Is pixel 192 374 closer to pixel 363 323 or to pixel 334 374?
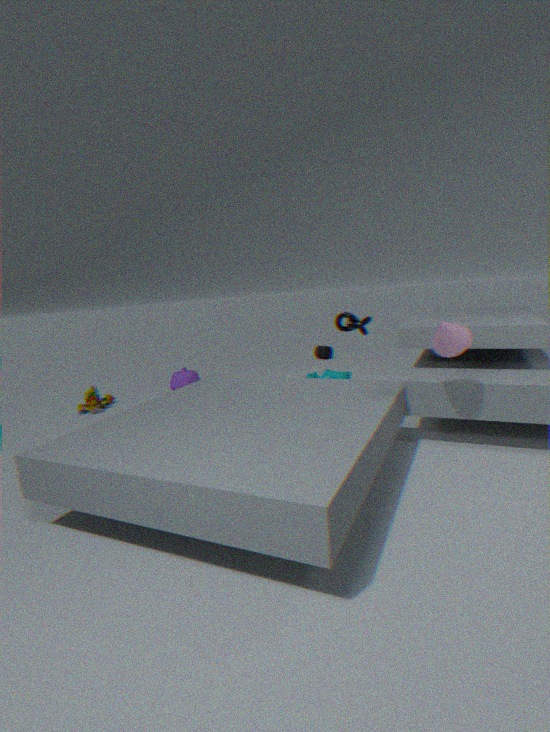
pixel 334 374
